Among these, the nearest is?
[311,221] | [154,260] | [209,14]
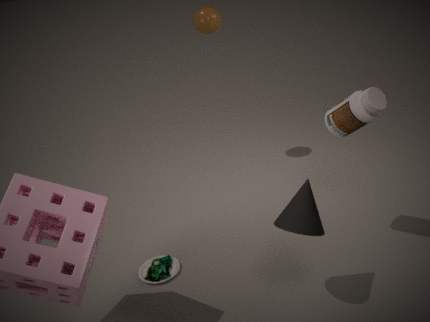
[311,221]
